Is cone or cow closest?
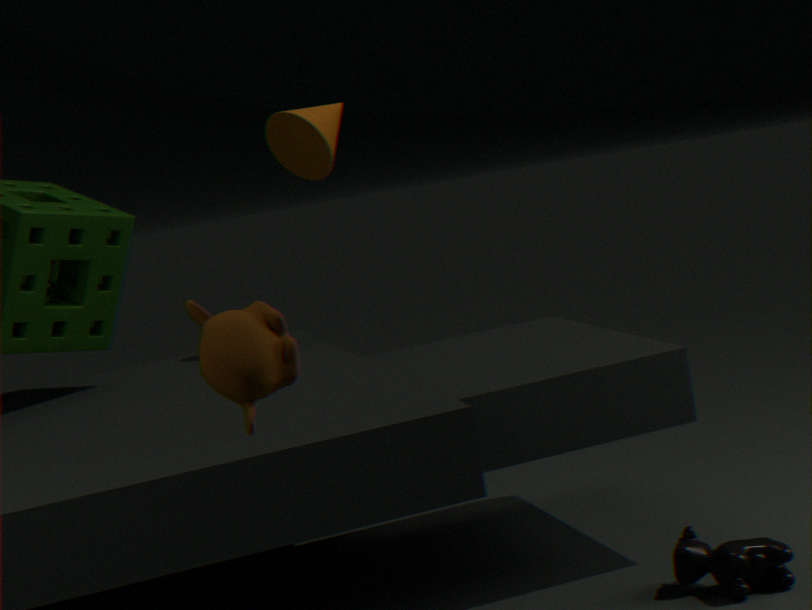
cow
